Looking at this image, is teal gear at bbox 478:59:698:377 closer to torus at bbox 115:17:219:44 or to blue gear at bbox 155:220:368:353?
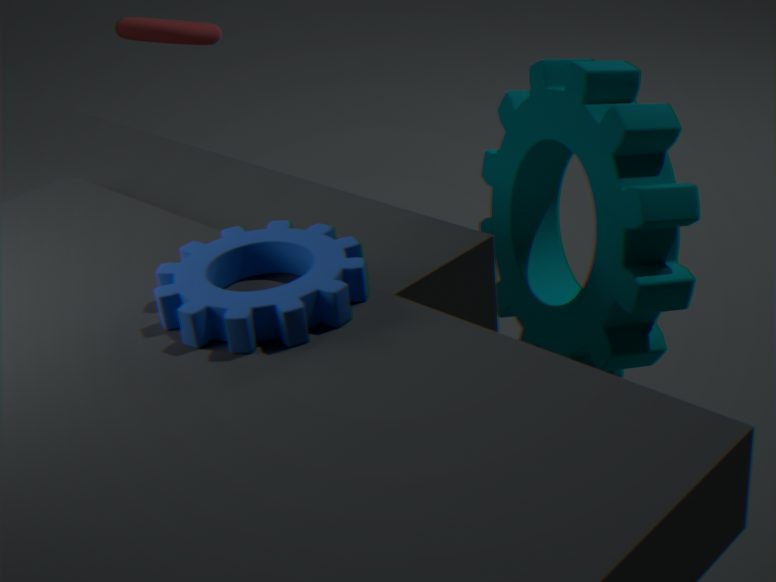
blue gear at bbox 155:220:368:353
